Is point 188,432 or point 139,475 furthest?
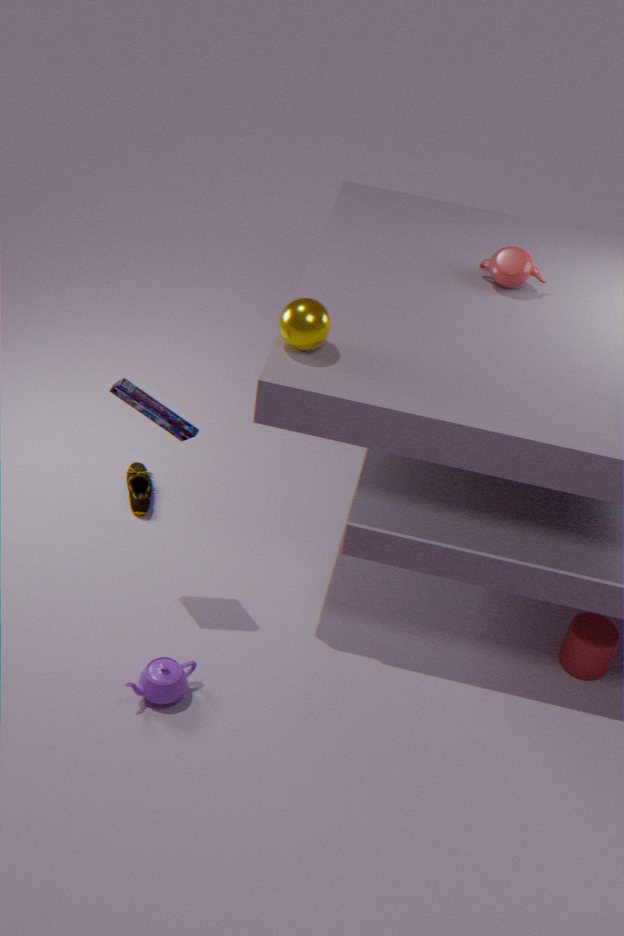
point 139,475
